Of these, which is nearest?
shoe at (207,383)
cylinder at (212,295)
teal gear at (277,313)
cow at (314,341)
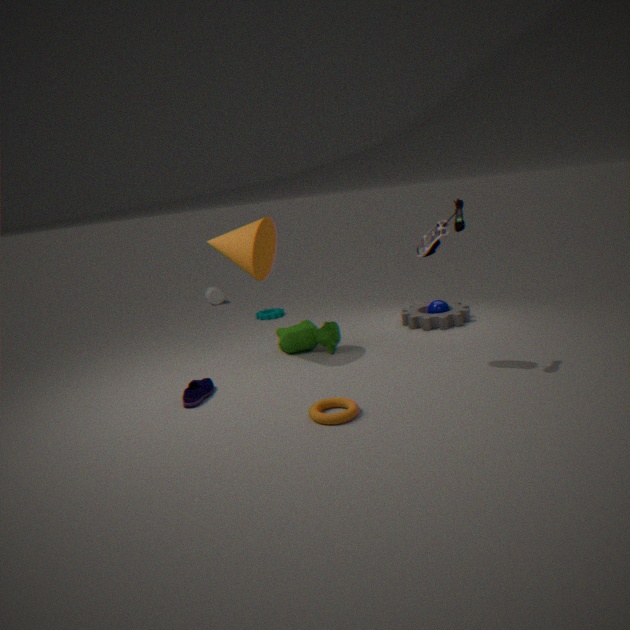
shoe at (207,383)
